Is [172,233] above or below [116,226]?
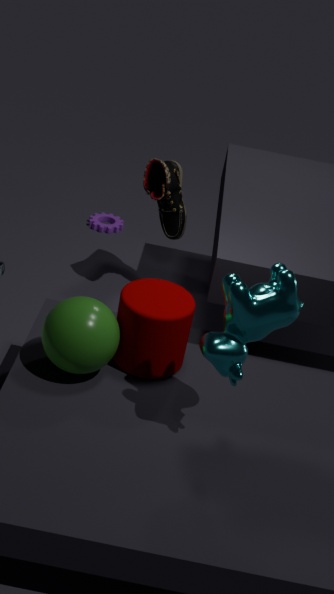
above
